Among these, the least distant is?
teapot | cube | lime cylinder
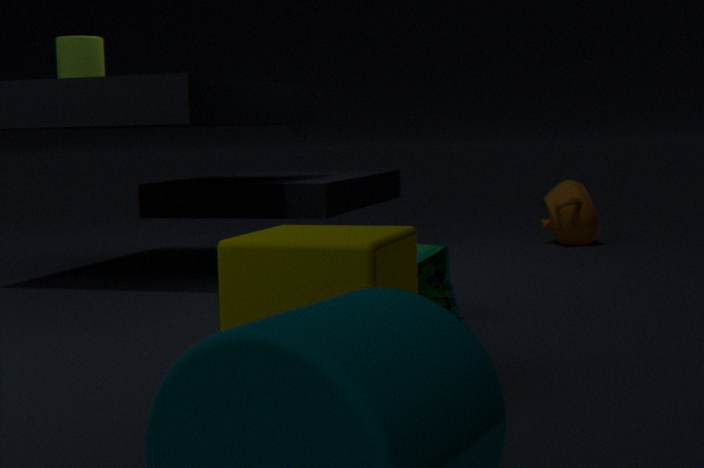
cube
